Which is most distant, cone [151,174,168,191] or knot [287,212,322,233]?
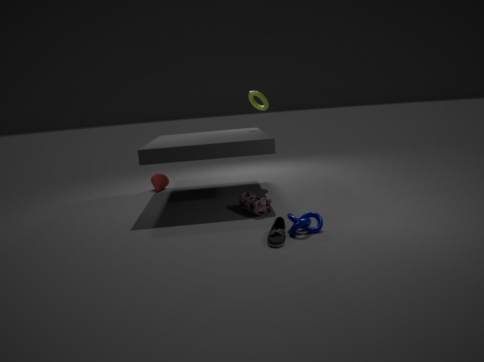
cone [151,174,168,191]
